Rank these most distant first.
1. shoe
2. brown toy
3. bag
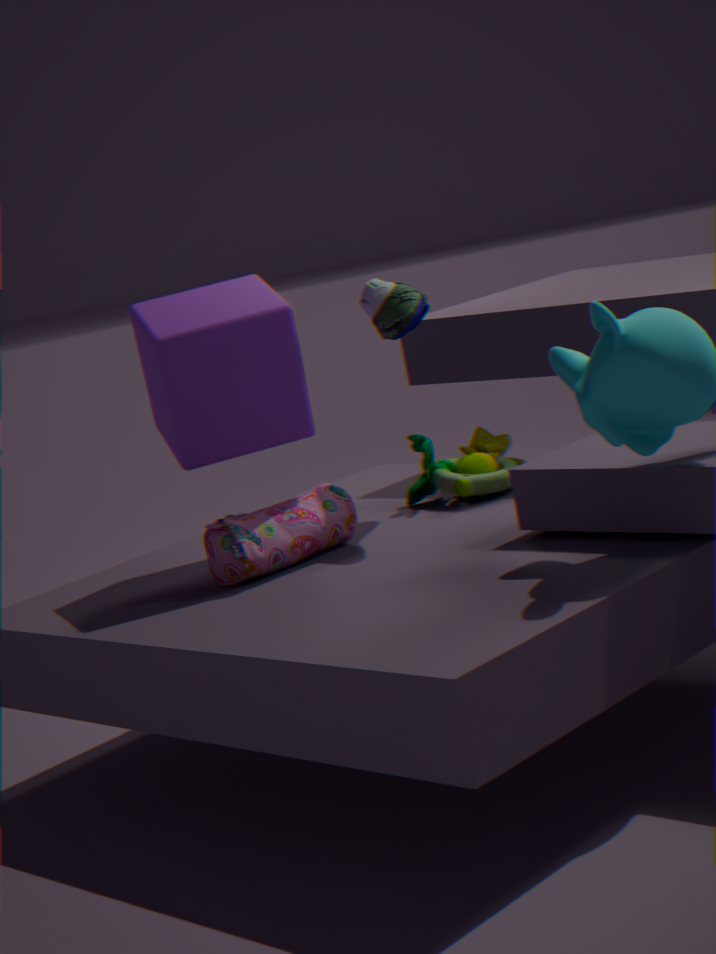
brown toy, shoe, bag
